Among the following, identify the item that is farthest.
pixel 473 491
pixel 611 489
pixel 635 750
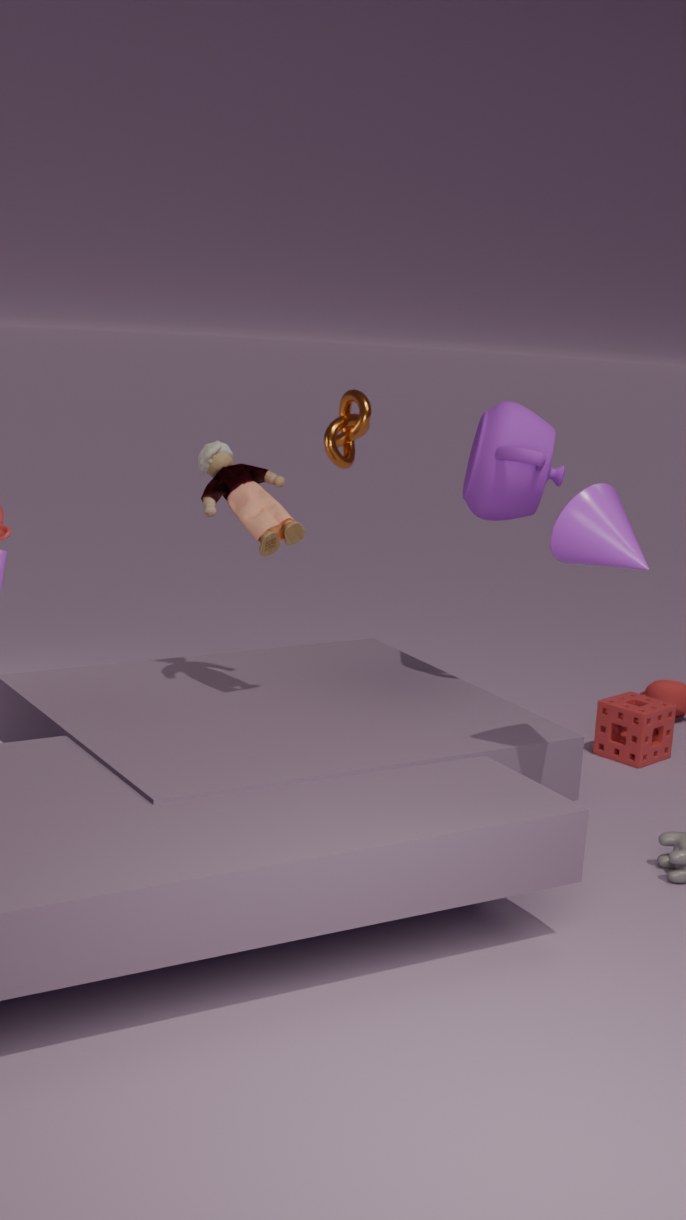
pixel 635 750
